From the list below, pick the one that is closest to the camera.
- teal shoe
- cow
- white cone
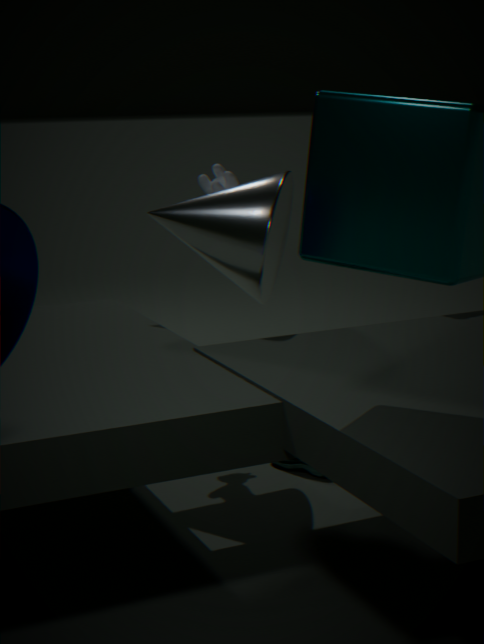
white cone
